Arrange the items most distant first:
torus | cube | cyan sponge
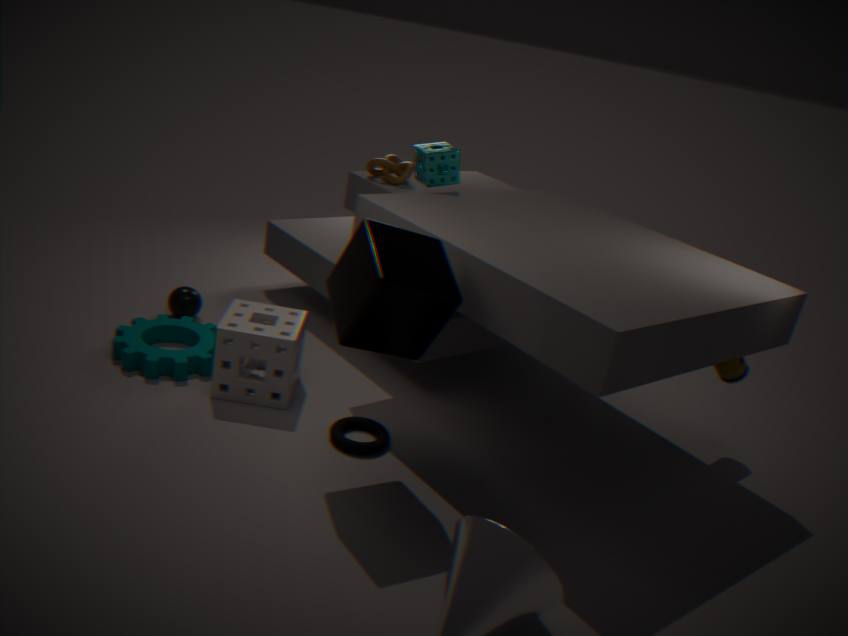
cyan sponge, torus, cube
